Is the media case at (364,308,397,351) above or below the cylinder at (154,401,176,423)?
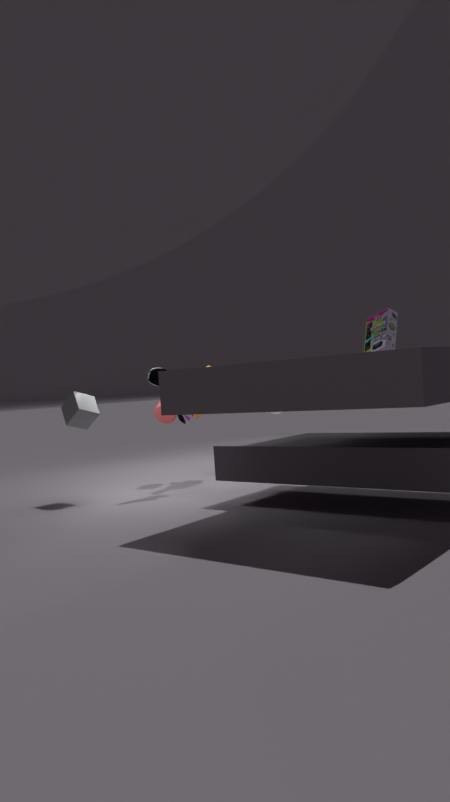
above
